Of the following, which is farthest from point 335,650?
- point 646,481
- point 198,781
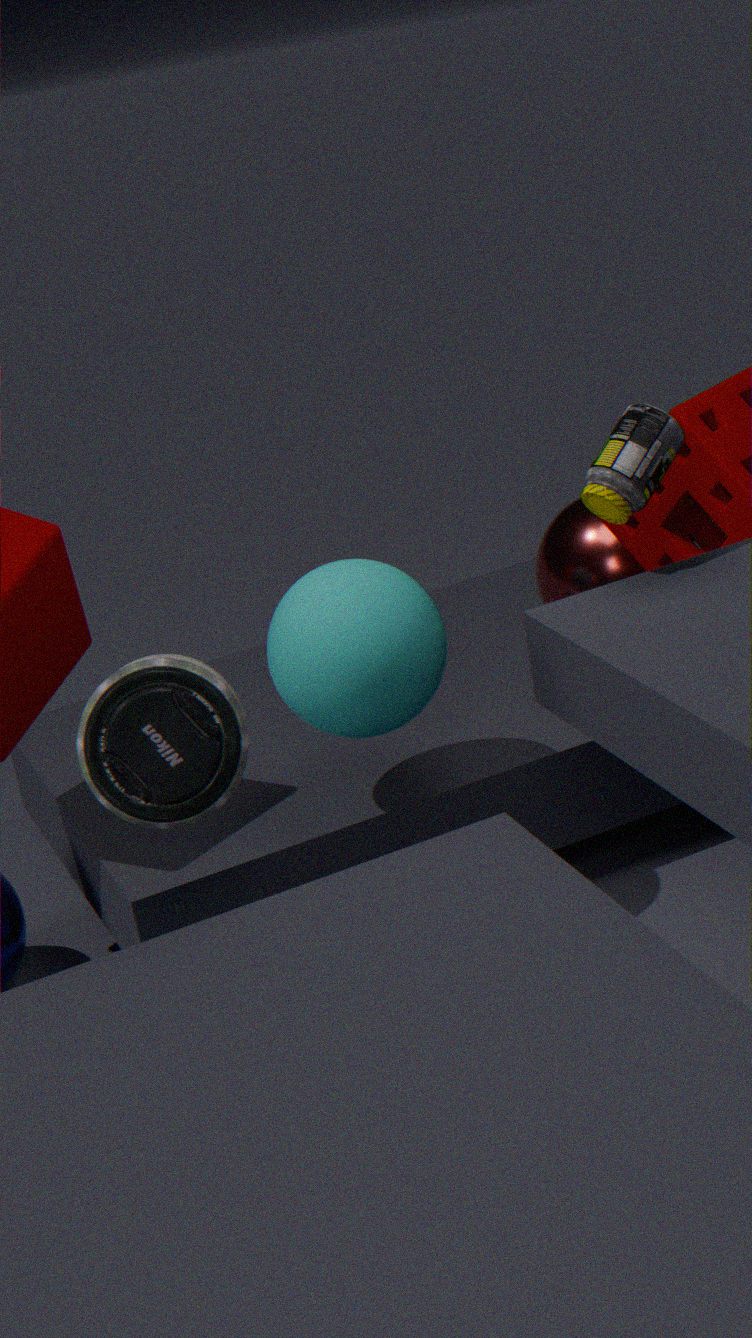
point 646,481
